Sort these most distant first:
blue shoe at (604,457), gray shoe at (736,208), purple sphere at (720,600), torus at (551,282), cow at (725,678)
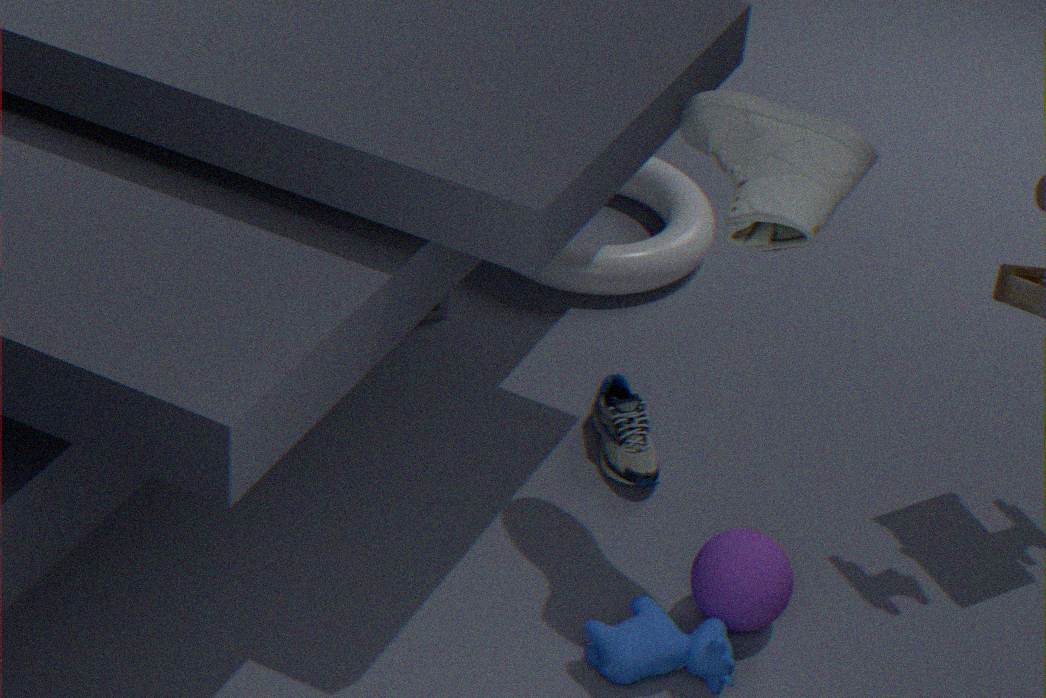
torus at (551,282) < blue shoe at (604,457) < purple sphere at (720,600) < cow at (725,678) < gray shoe at (736,208)
